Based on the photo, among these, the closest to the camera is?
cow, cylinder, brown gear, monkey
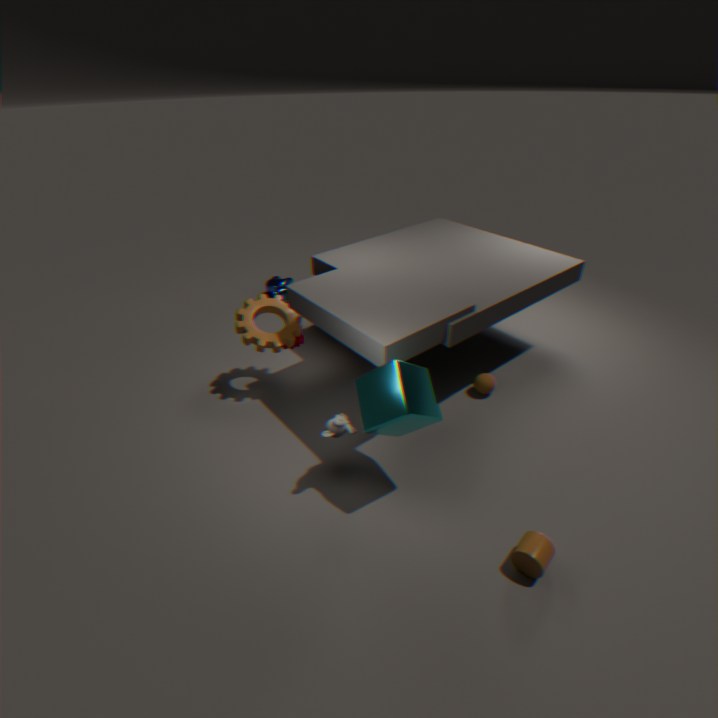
cylinder
